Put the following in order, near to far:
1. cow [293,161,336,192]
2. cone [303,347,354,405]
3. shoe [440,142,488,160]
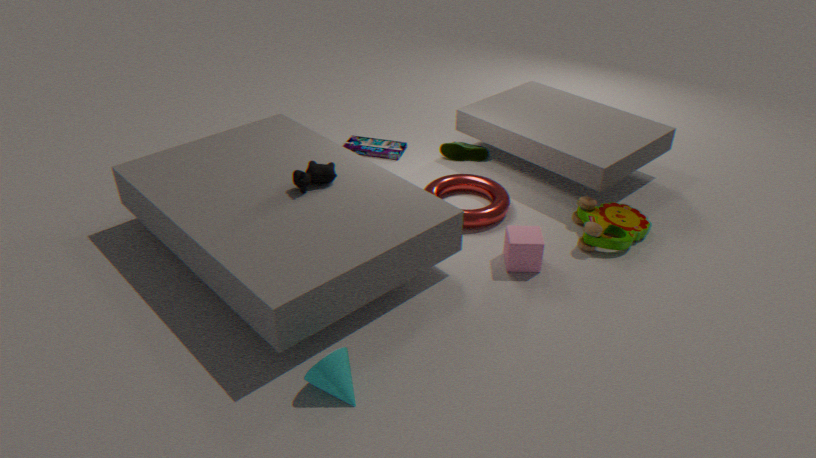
cone [303,347,354,405], cow [293,161,336,192], shoe [440,142,488,160]
